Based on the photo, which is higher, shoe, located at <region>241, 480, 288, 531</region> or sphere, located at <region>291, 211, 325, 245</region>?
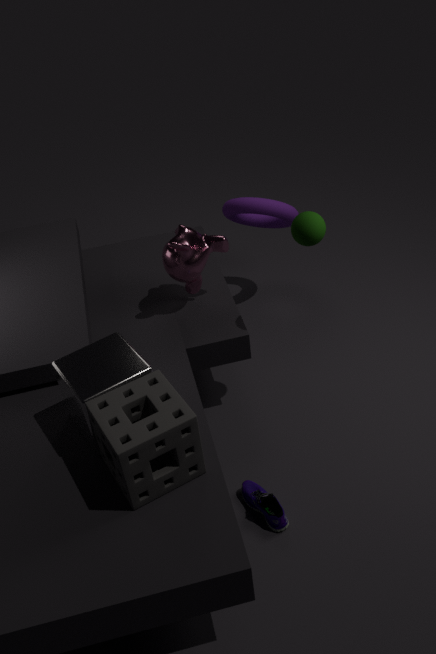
sphere, located at <region>291, 211, 325, 245</region>
